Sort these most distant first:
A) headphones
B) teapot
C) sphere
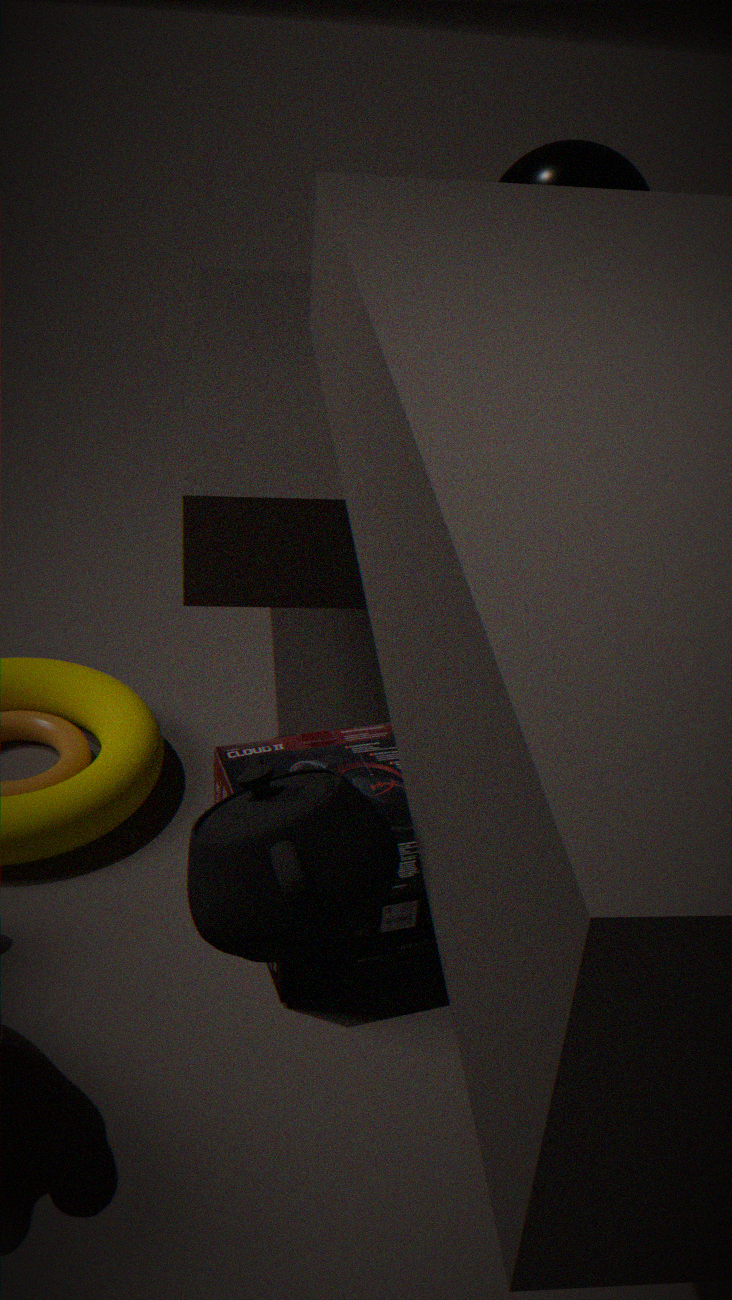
sphere → headphones → teapot
